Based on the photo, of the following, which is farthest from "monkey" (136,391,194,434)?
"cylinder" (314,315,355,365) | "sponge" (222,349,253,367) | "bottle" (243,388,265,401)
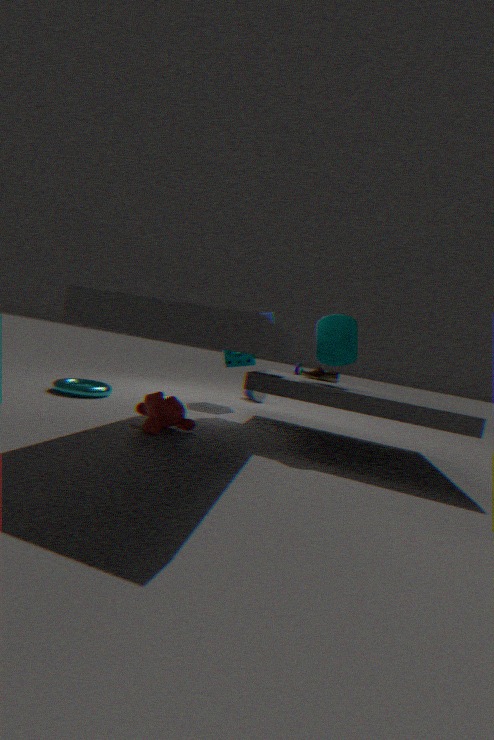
"bottle" (243,388,265,401)
